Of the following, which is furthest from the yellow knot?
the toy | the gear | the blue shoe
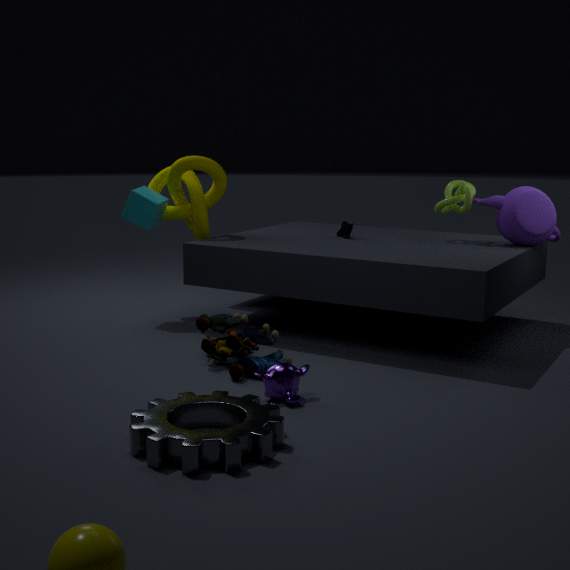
the gear
